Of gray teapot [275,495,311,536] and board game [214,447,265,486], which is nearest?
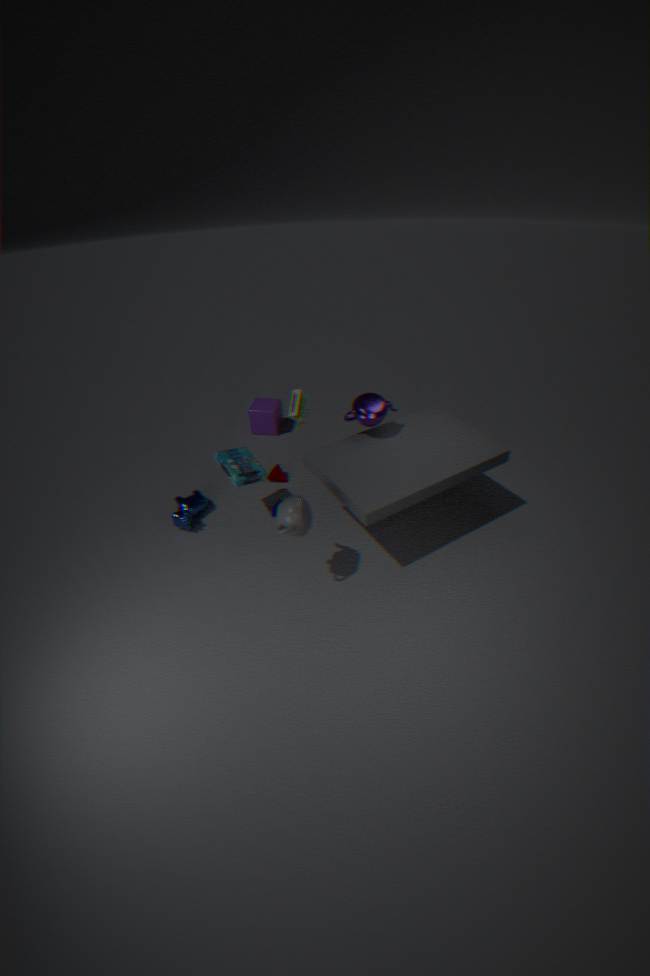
gray teapot [275,495,311,536]
